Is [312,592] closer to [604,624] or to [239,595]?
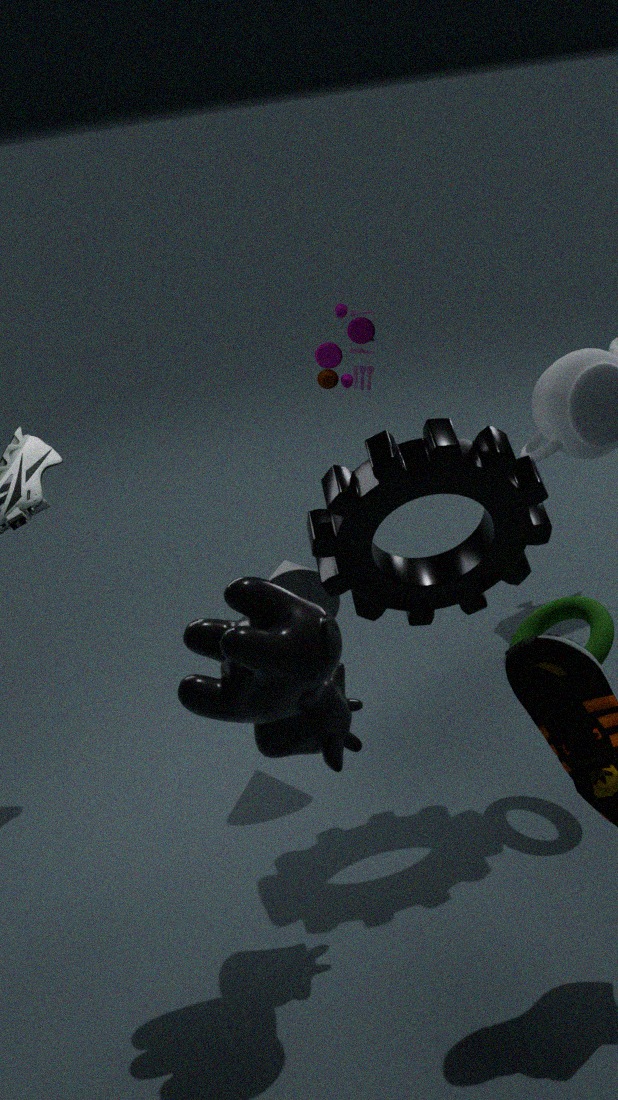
[604,624]
